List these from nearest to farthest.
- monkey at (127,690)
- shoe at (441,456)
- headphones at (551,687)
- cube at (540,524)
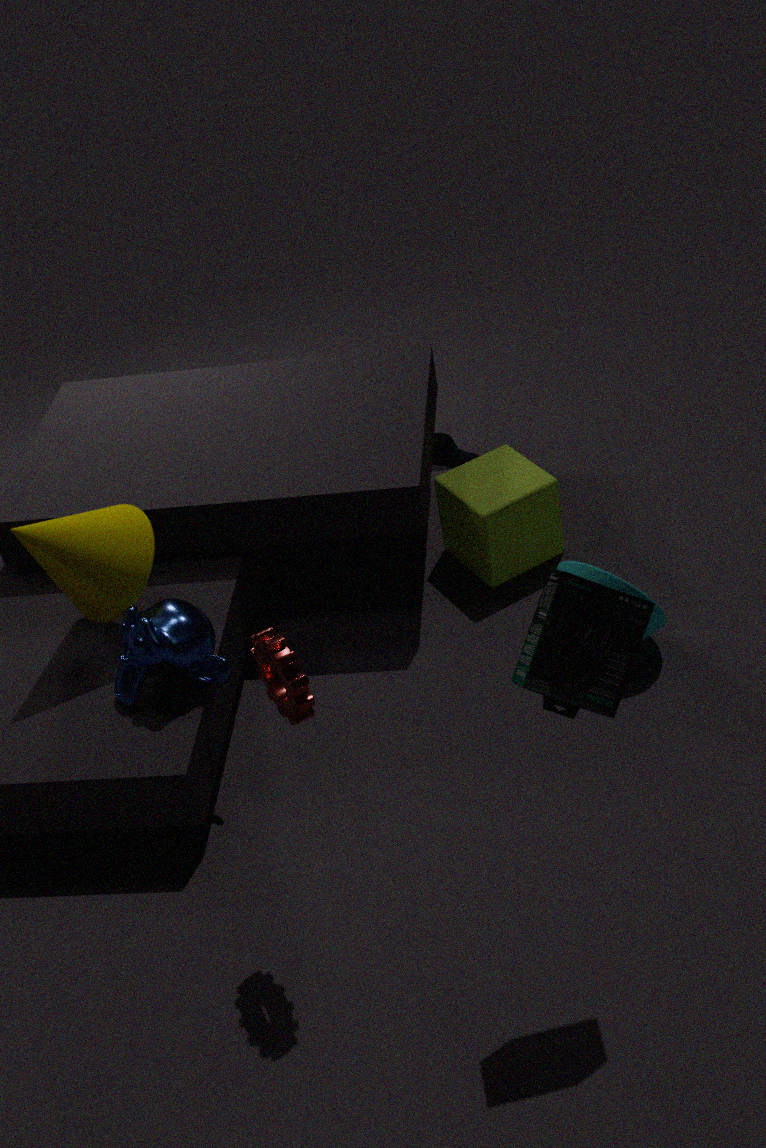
headphones at (551,687) → monkey at (127,690) → cube at (540,524) → shoe at (441,456)
